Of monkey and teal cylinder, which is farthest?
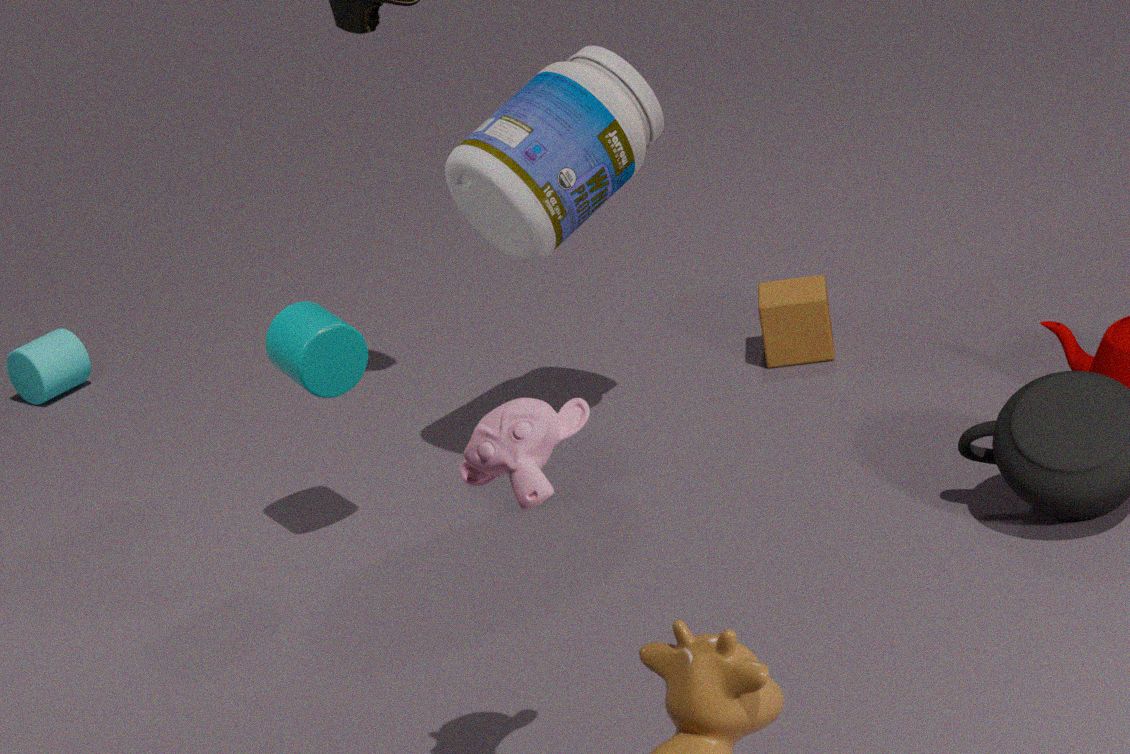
teal cylinder
